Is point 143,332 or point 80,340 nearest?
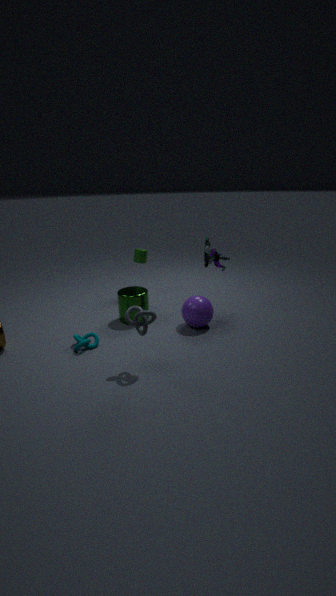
point 143,332
